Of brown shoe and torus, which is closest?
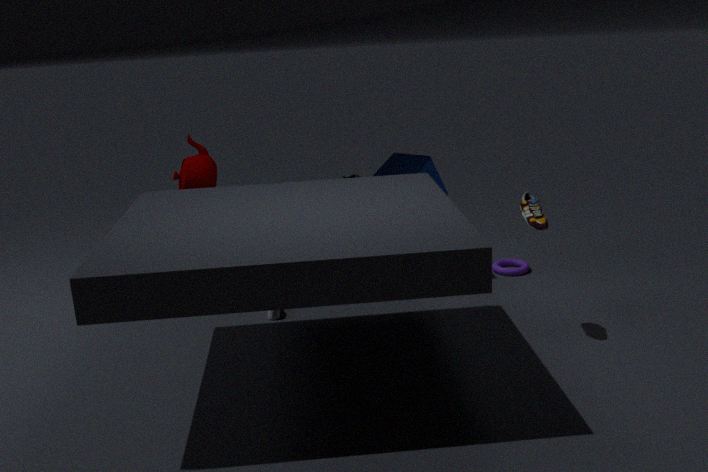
brown shoe
